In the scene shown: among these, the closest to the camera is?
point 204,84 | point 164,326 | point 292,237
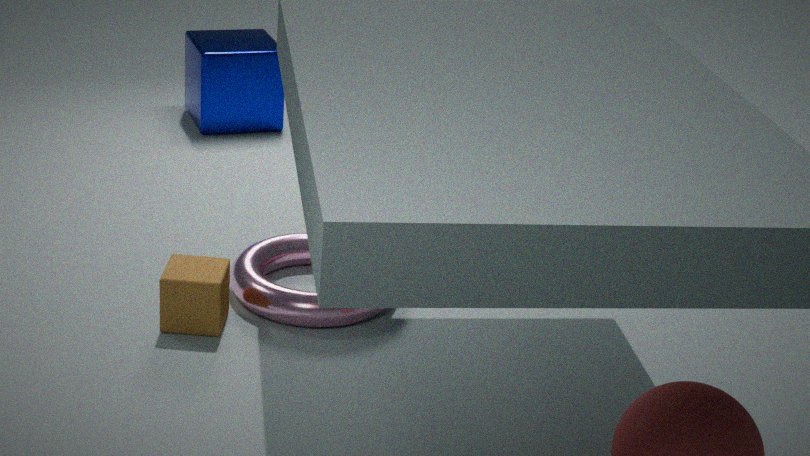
point 164,326
